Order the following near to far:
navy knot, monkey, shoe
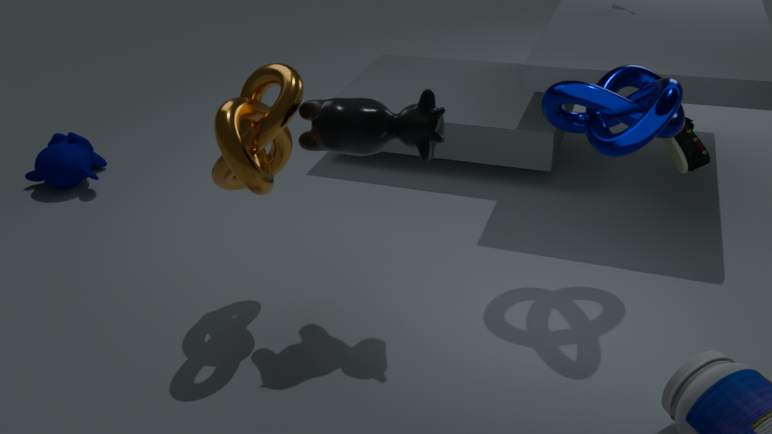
1. navy knot
2. shoe
3. monkey
